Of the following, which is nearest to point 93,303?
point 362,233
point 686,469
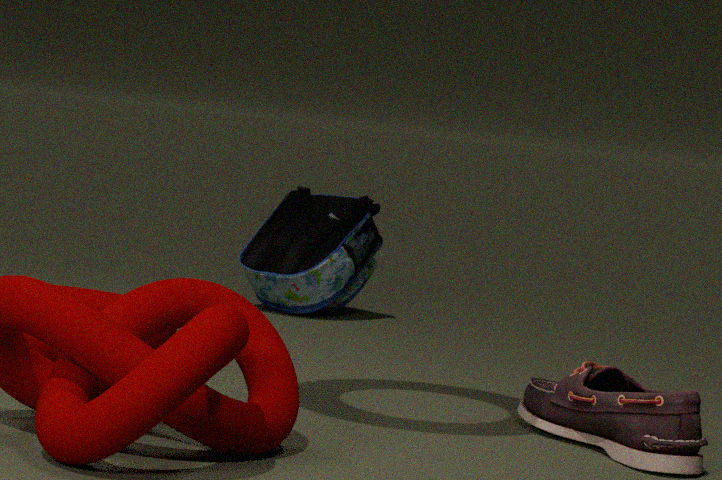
point 686,469
